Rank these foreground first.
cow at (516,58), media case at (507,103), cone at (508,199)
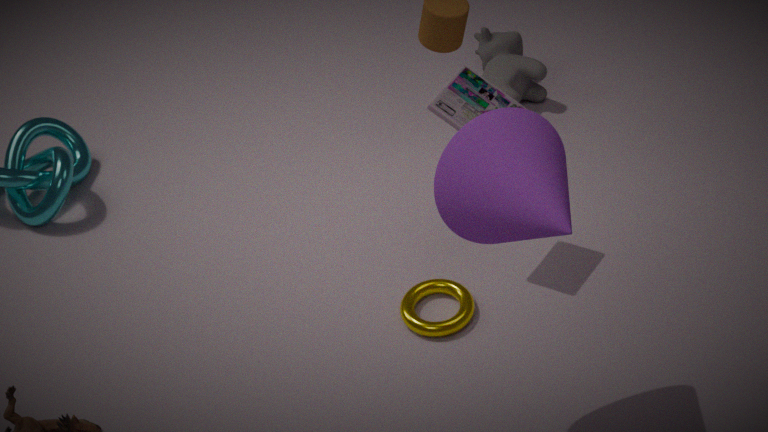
cone at (508,199) → media case at (507,103) → cow at (516,58)
